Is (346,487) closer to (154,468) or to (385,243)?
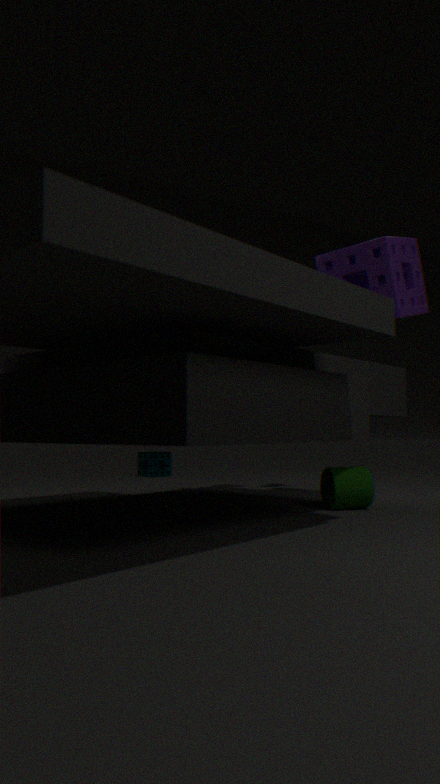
(385,243)
